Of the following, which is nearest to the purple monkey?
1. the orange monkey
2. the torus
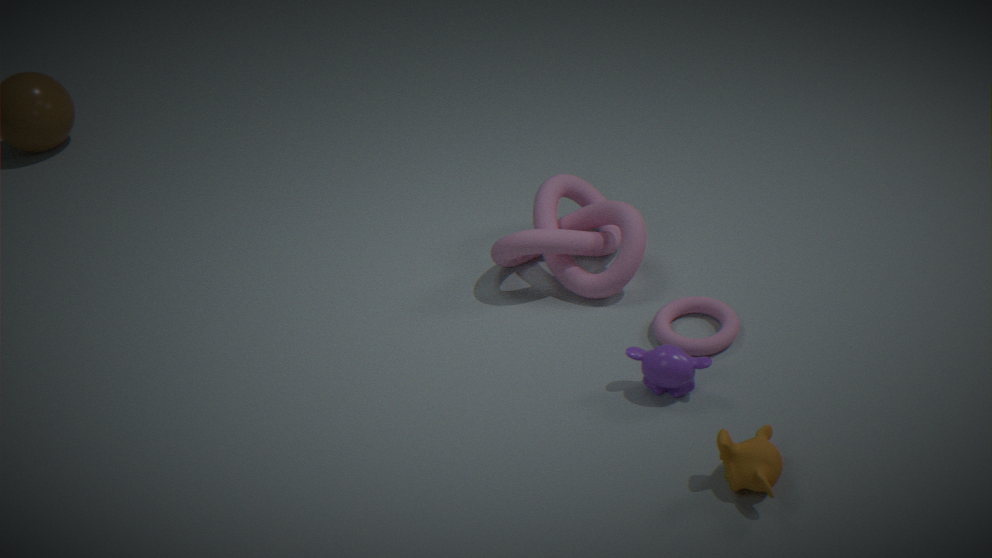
the torus
